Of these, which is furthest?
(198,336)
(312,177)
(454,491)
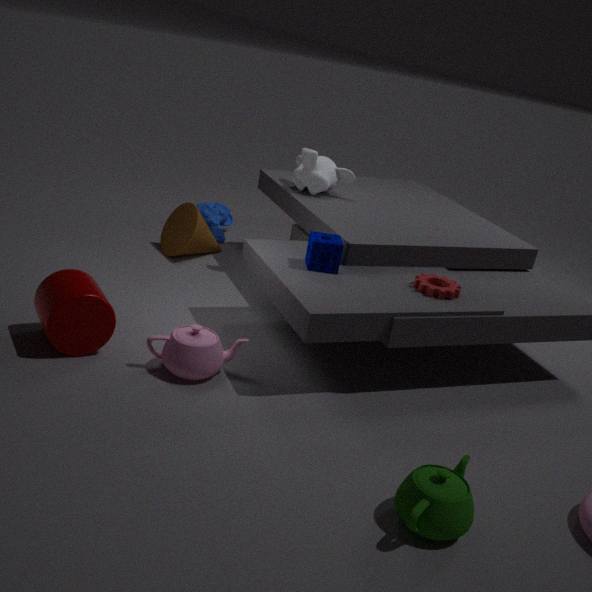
(312,177)
